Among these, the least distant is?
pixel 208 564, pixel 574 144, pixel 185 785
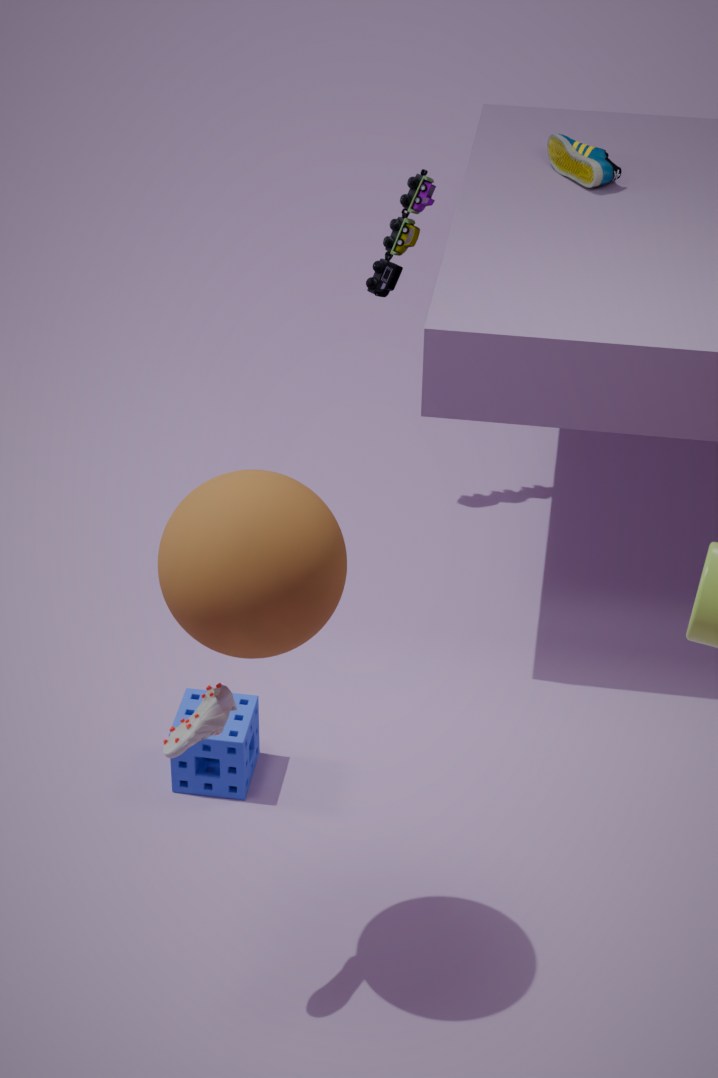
pixel 208 564
